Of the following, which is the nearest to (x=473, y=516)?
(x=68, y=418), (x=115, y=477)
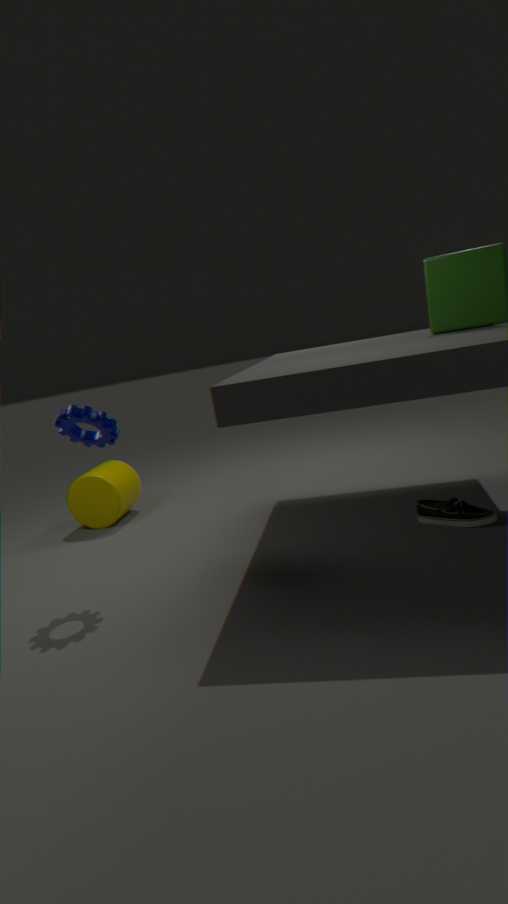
(x=68, y=418)
